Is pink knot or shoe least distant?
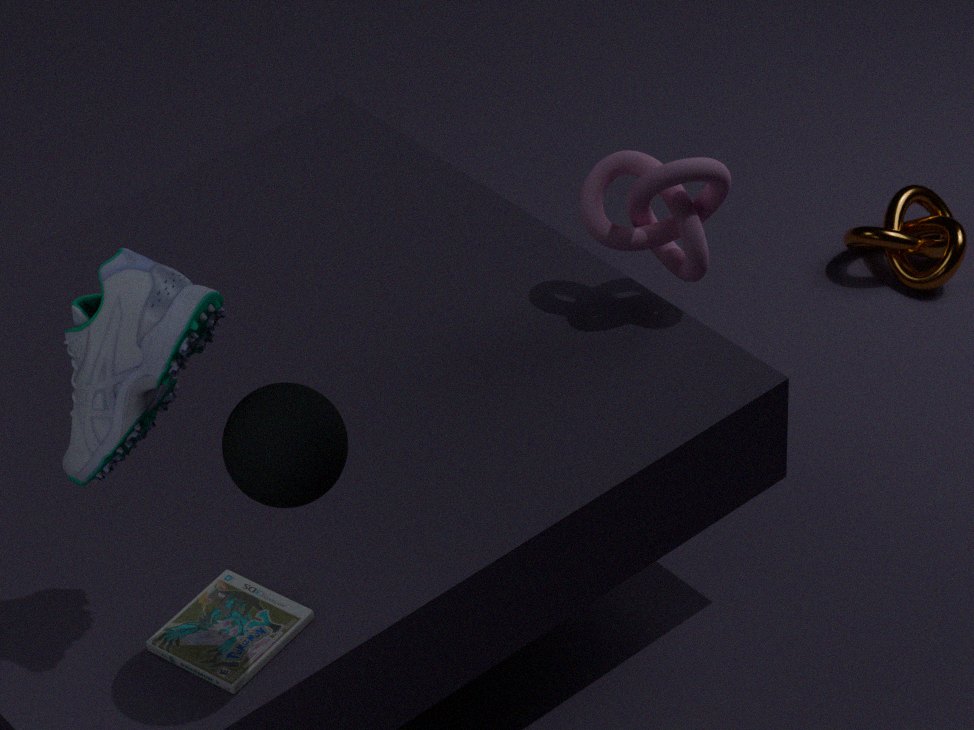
shoe
